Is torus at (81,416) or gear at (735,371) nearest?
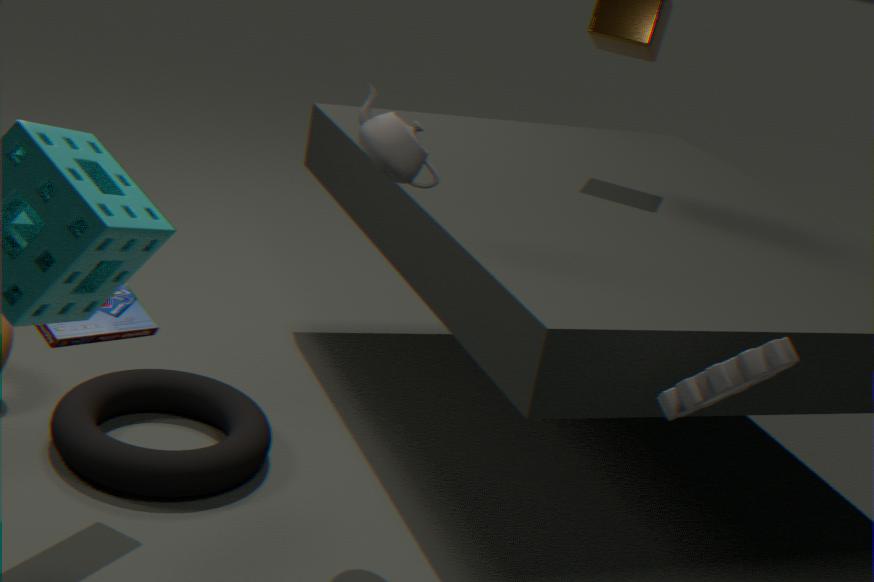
gear at (735,371)
